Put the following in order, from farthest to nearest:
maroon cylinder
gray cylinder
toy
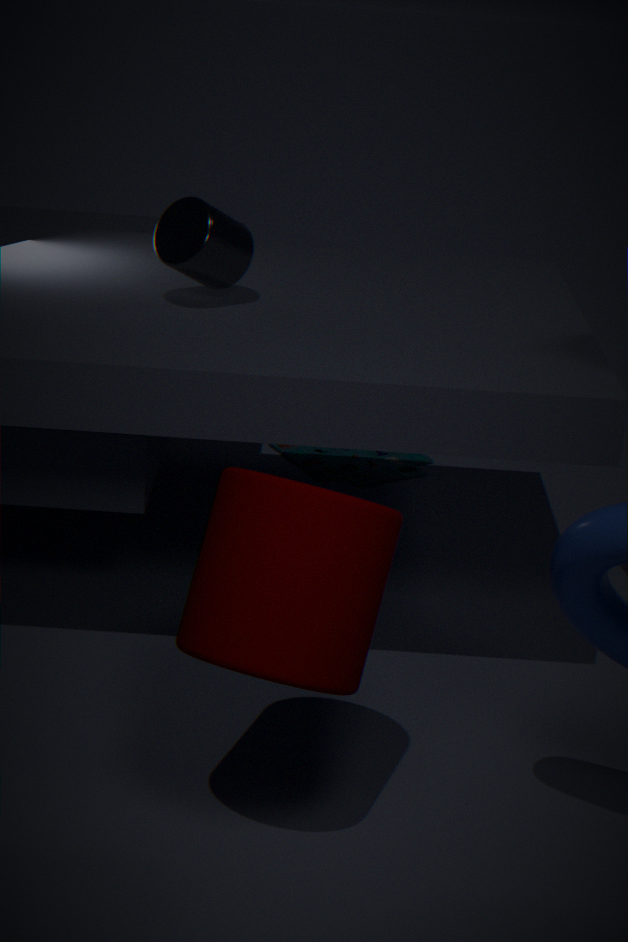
1. toy
2. gray cylinder
3. maroon cylinder
